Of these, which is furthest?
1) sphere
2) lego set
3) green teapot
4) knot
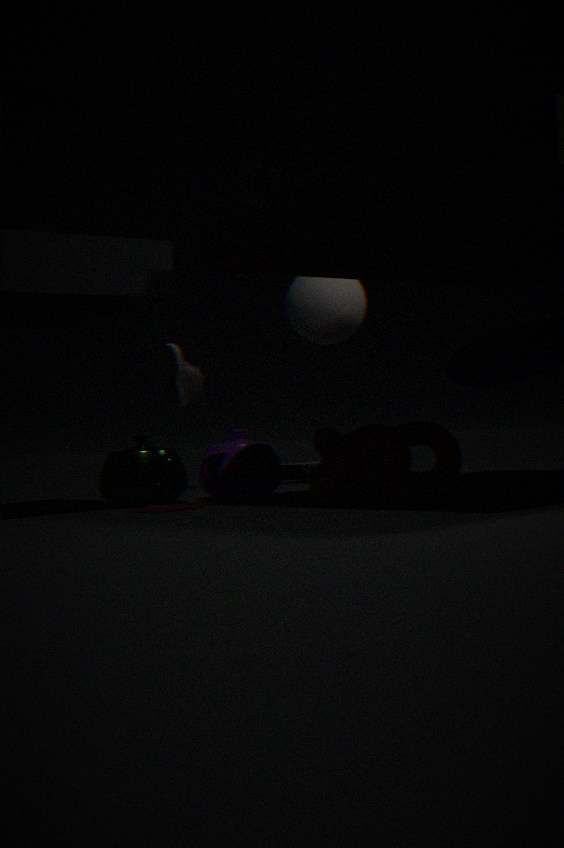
2. lego set
